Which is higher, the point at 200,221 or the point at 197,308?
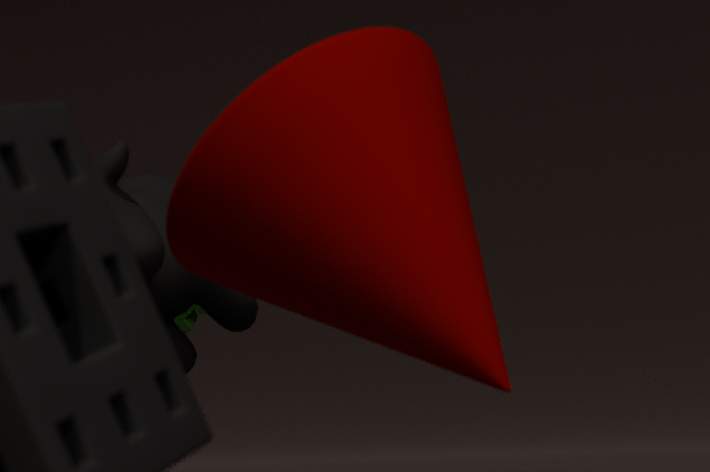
the point at 197,308
